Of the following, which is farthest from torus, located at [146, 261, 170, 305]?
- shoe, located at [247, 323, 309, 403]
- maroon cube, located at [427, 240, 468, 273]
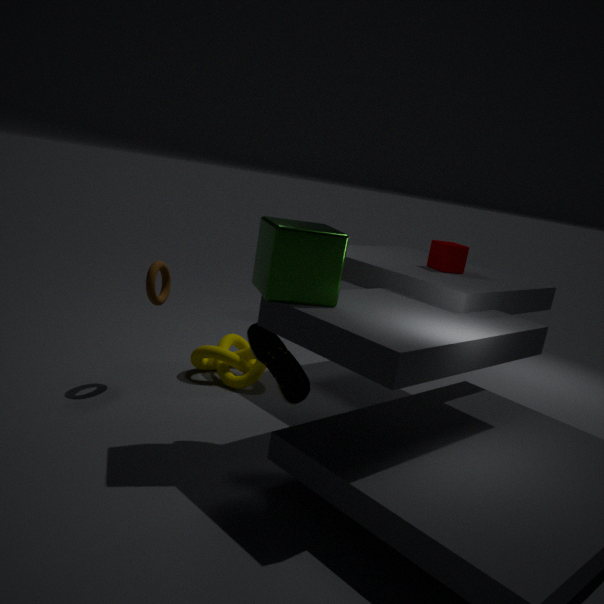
maroon cube, located at [427, 240, 468, 273]
